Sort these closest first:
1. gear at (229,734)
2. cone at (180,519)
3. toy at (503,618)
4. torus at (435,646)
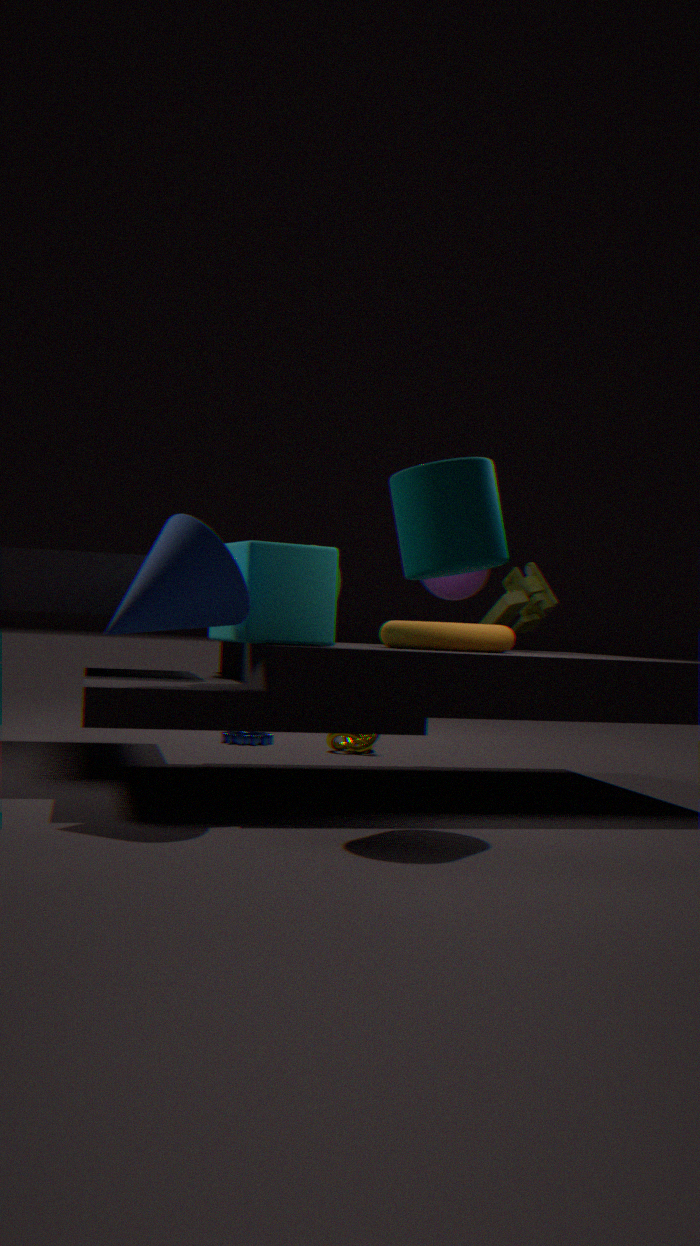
1. cone at (180,519)
2. torus at (435,646)
3. toy at (503,618)
4. gear at (229,734)
